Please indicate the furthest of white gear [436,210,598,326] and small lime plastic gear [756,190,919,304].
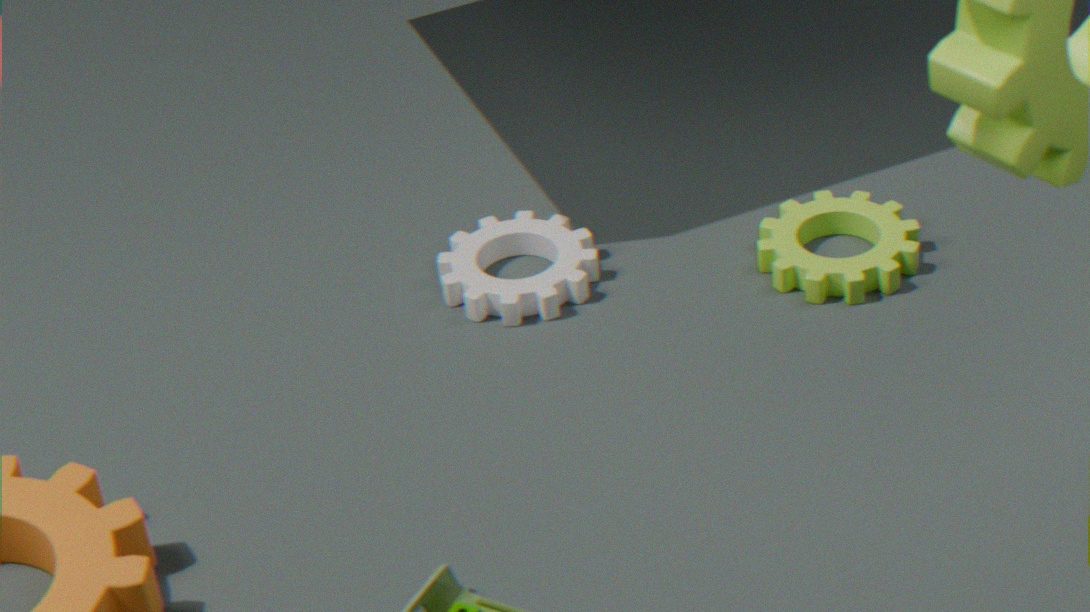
white gear [436,210,598,326]
